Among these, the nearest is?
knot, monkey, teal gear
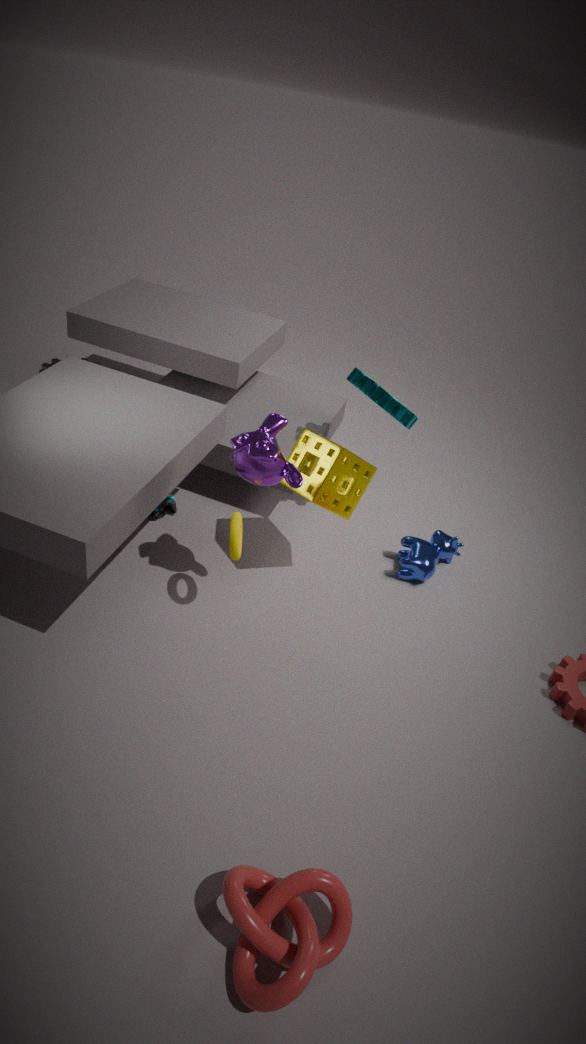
knot
